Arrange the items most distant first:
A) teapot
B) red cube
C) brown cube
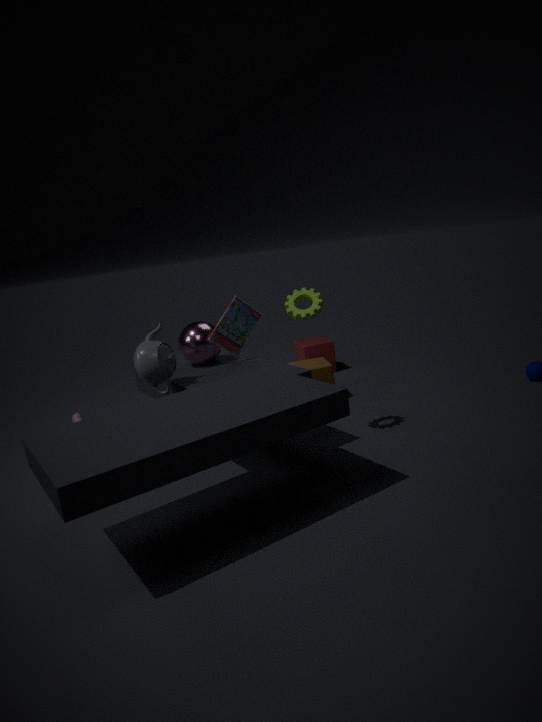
red cube → brown cube → teapot
